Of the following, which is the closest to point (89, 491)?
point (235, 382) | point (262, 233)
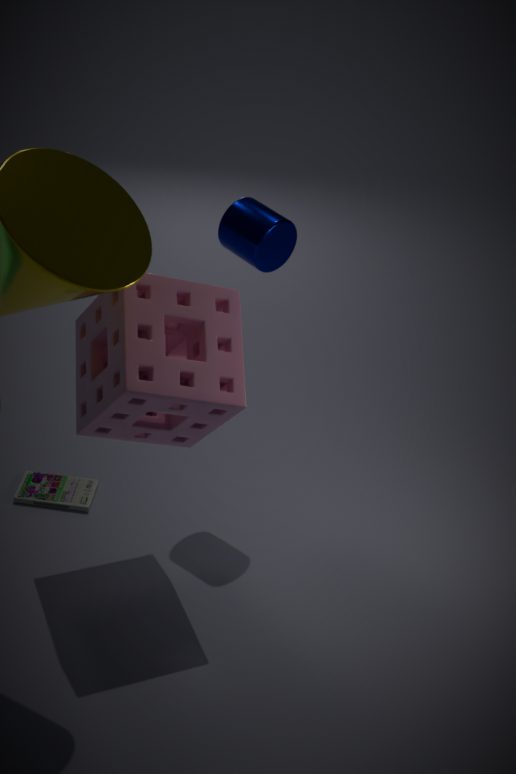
point (235, 382)
